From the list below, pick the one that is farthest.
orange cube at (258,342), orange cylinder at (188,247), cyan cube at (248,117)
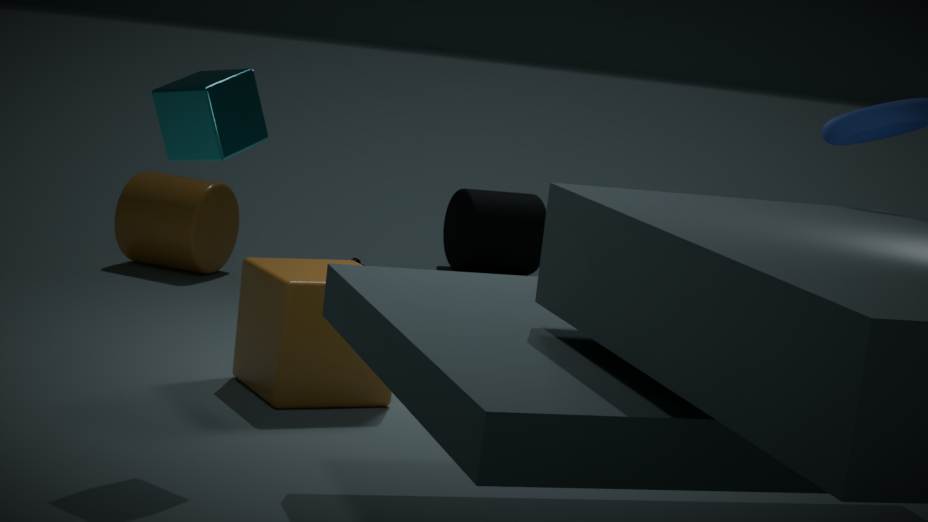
orange cylinder at (188,247)
